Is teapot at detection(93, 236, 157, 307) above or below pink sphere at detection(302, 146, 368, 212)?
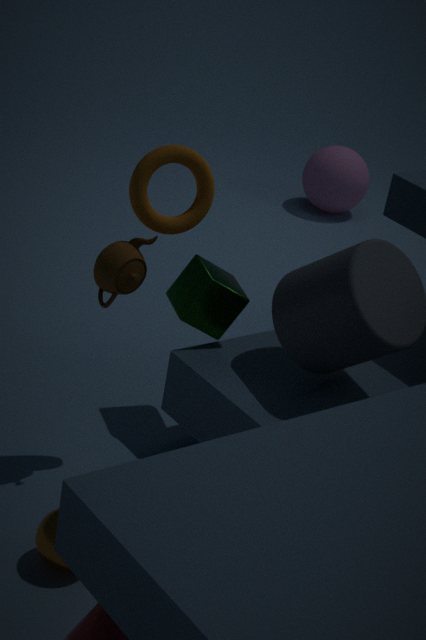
above
